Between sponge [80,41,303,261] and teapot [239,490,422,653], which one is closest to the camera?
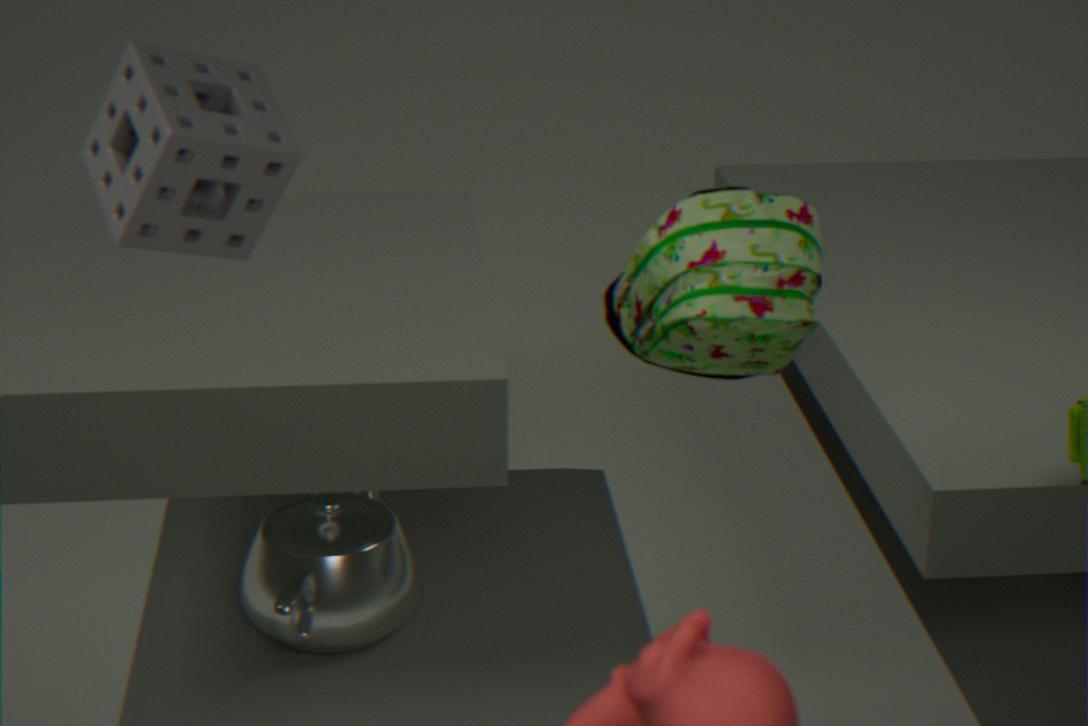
sponge [80,41,303,261]
